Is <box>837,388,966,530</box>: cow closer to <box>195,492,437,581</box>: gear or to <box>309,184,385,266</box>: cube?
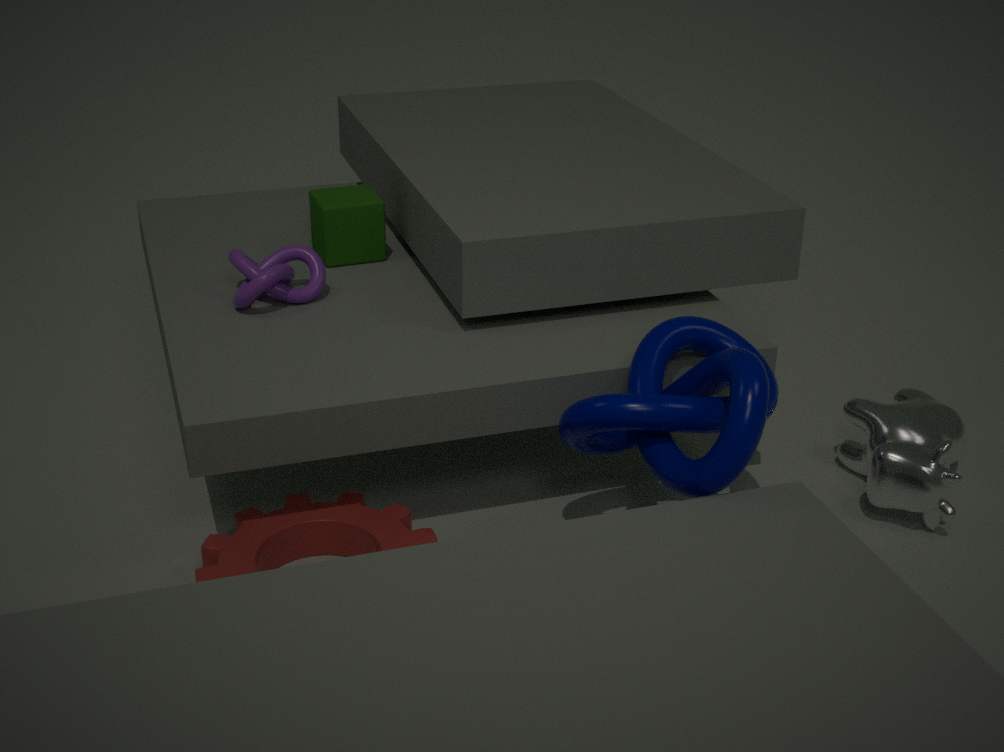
<box>195,492,437,581</box>: gear
